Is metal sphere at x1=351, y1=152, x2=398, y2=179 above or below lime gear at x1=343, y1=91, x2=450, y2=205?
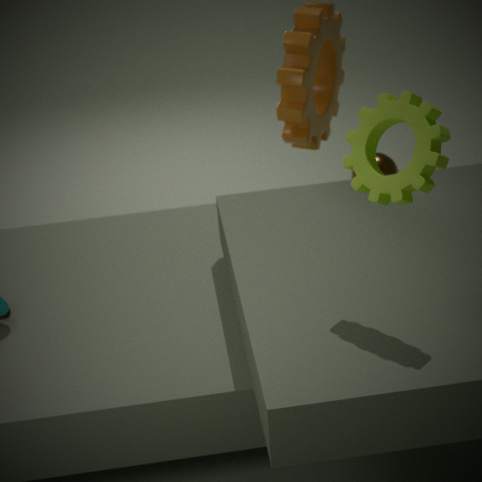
below
